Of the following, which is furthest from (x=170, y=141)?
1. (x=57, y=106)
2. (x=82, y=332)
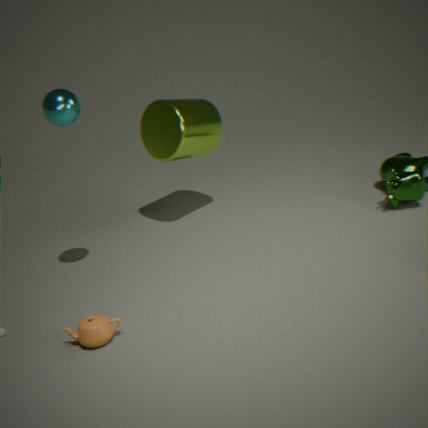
(x=82, y=332)
